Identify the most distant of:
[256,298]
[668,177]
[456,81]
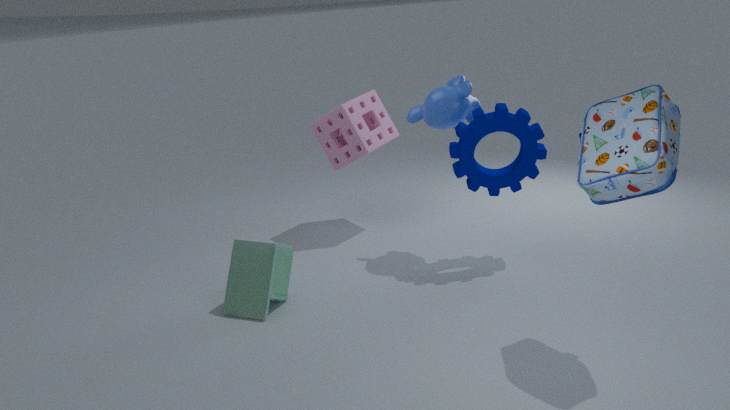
[456,81]
